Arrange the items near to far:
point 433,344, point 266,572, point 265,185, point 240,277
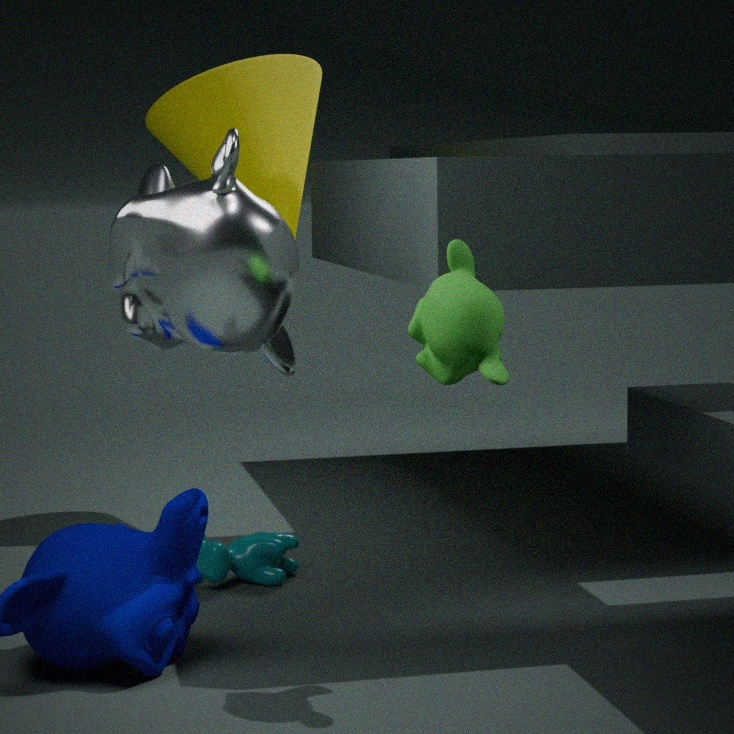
point 433,344 < point 240,277 < point 266,572 < point 265,185
